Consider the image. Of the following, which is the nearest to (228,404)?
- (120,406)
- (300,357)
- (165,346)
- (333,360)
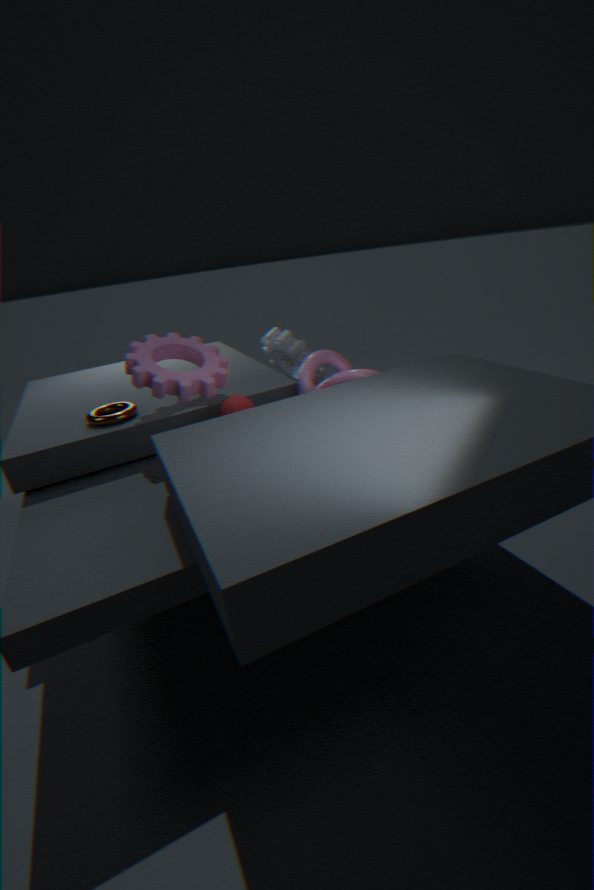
(165,346)
